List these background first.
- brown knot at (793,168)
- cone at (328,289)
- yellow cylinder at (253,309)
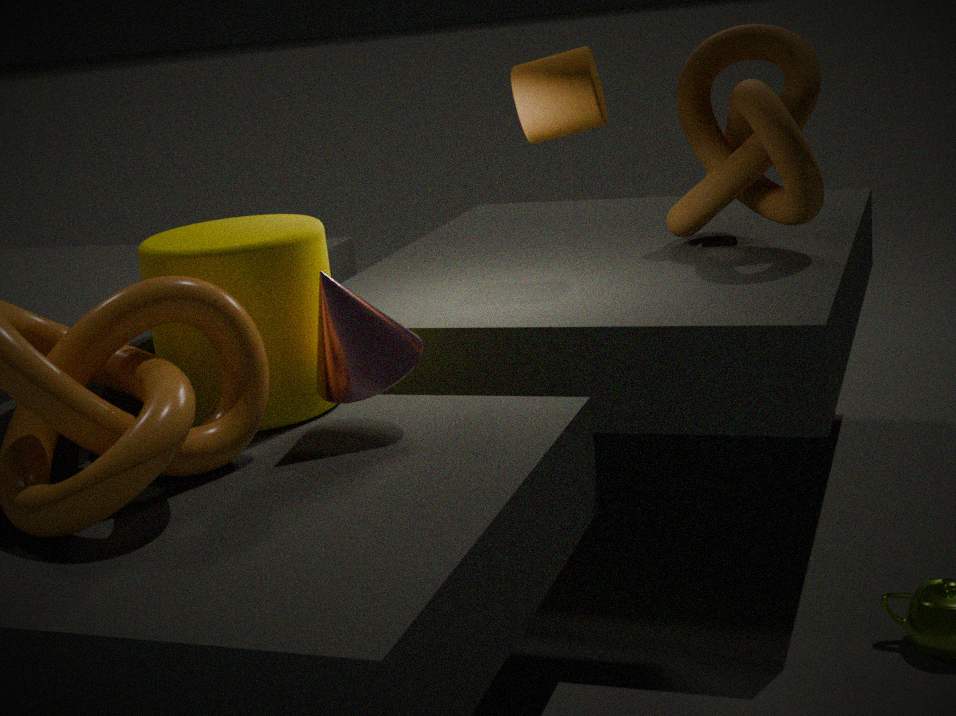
brown knot at (793,168) < yellow cylinder at (253,309) < cone at (328,289)
